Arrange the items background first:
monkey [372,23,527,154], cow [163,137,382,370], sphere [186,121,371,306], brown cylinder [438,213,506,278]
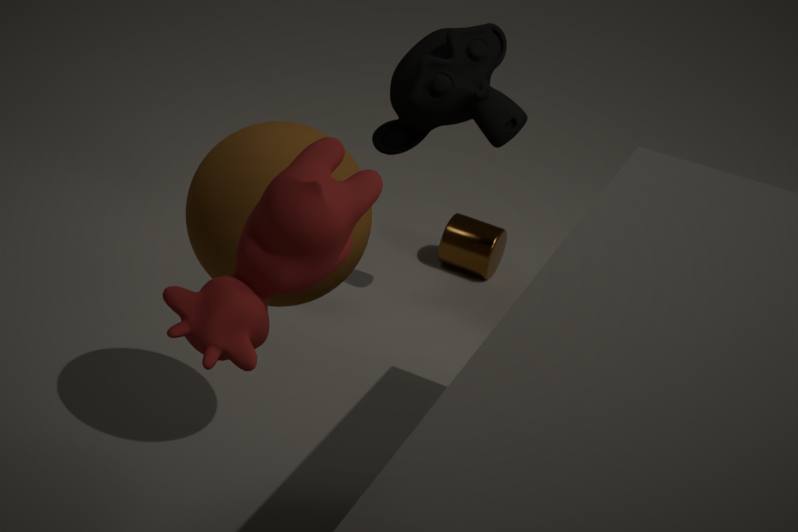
1. brown cylinder [438,213,506,278]
2. monkey [372,23,527,154]
3. sphere [186,121,371,306]
4. cow [163,137,382,370]
